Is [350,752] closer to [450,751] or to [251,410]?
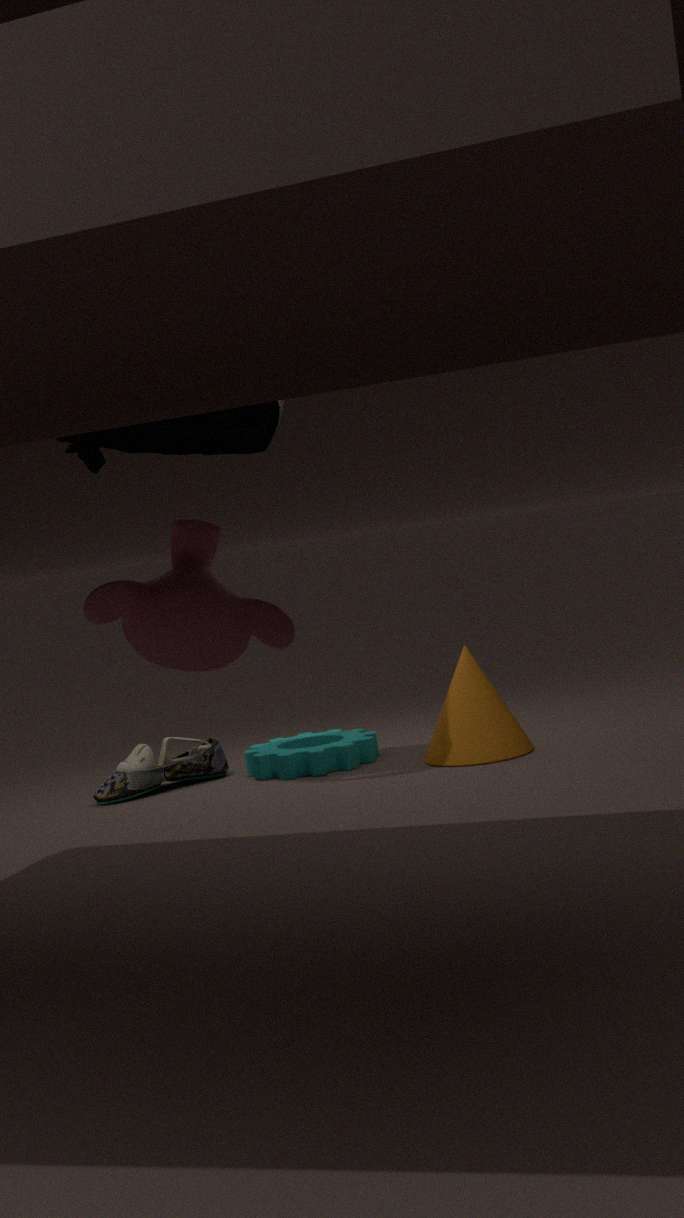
[450,751]
